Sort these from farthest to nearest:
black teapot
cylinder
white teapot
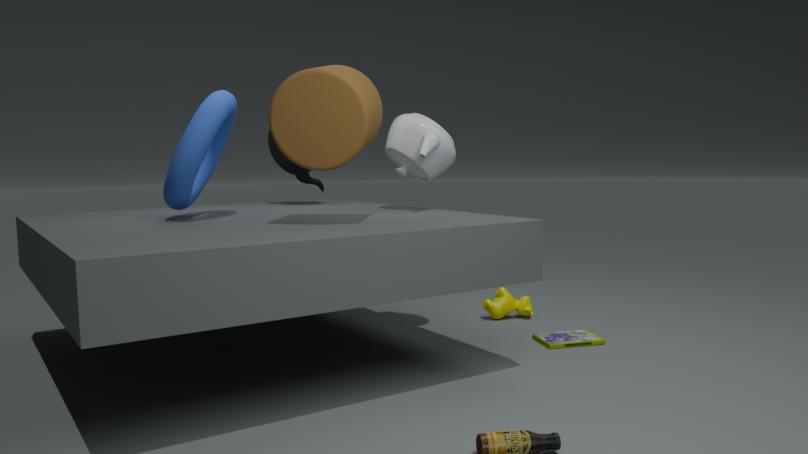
black teapot < white teapot < cylinder
